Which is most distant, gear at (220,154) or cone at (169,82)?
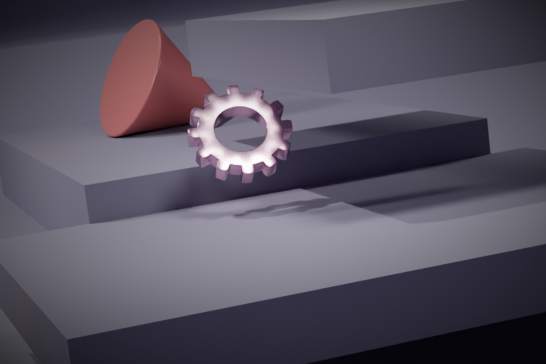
cone at (169,82)
